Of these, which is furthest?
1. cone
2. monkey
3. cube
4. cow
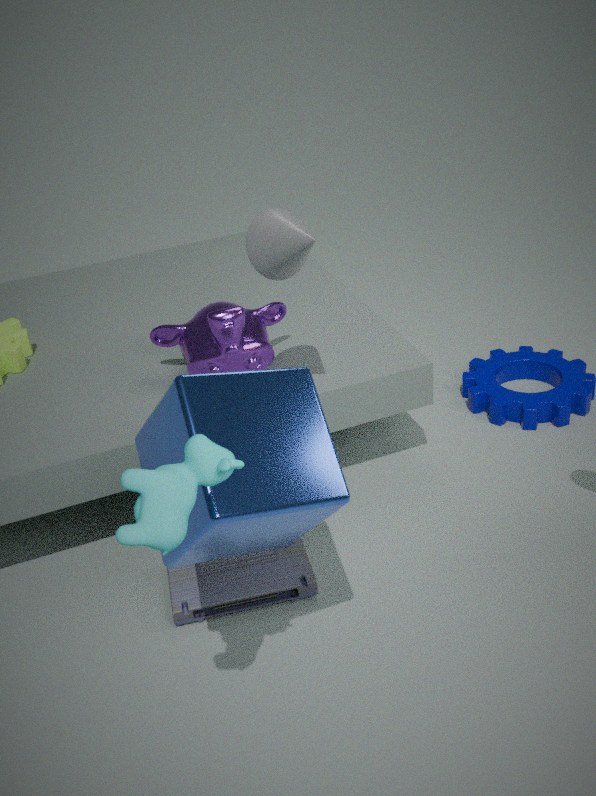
monkey
